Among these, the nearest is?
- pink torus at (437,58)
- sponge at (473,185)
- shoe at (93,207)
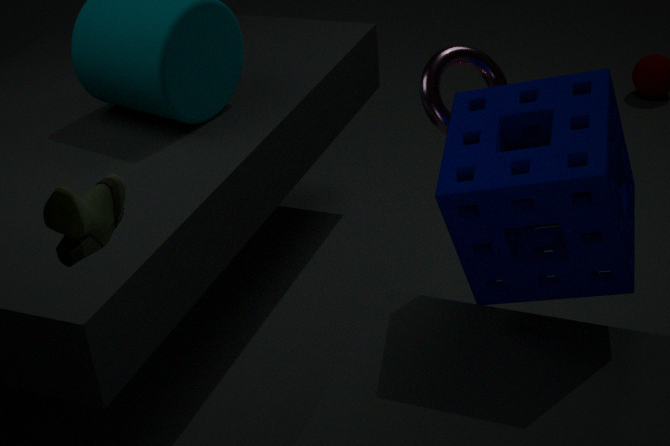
shoe at (93,207)
